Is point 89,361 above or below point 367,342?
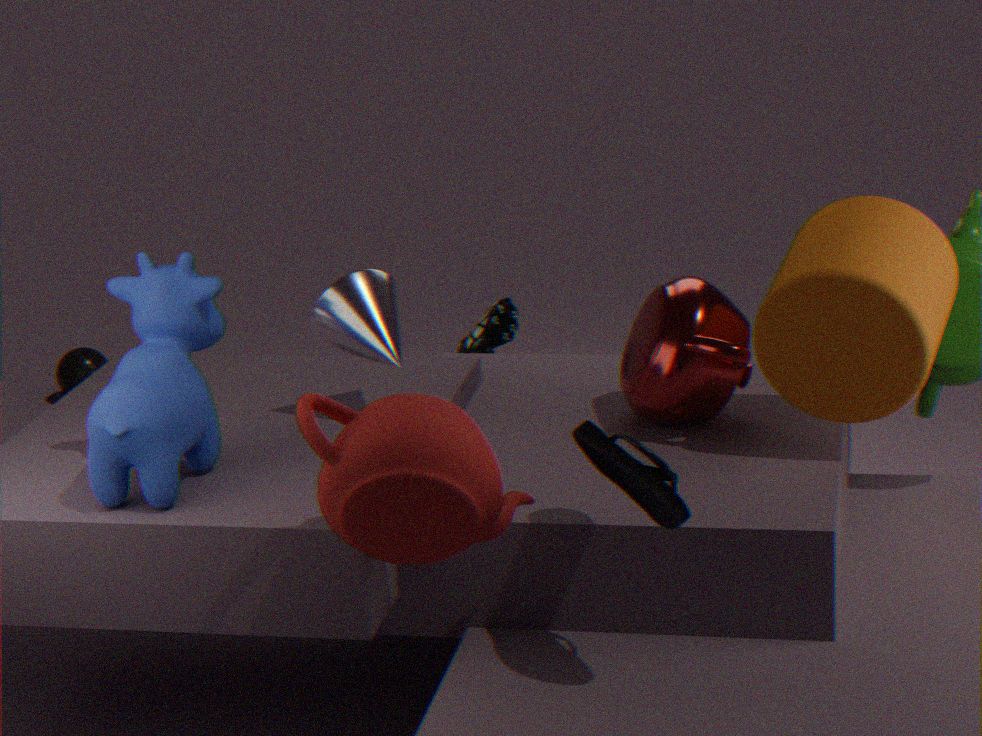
below
